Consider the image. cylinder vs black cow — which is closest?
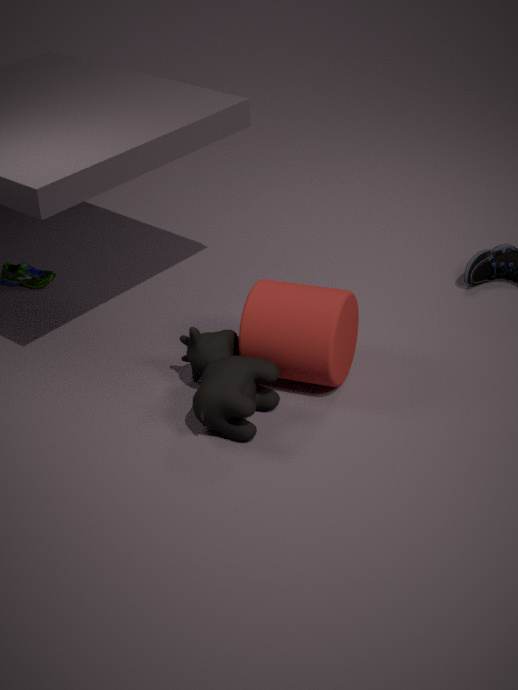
black cow
